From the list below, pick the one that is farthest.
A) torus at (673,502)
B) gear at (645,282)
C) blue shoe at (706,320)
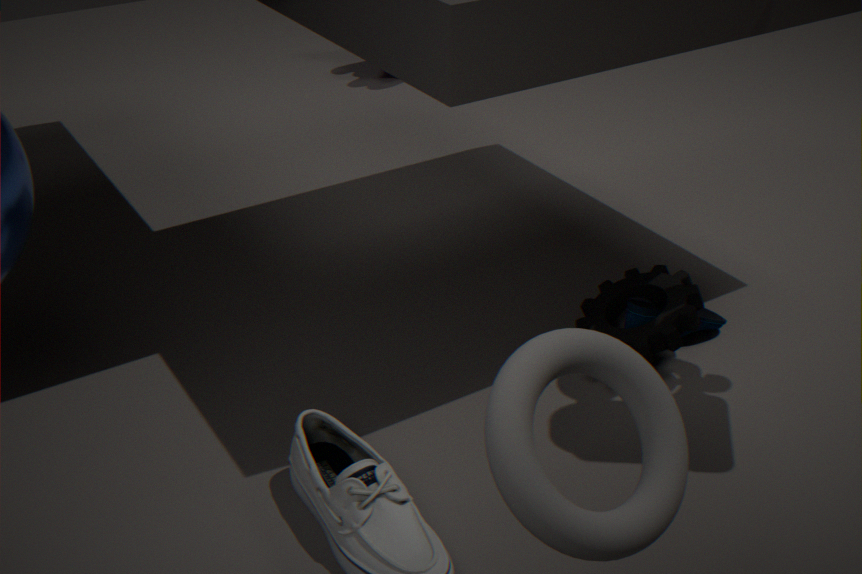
blue shoe at (706,320)
